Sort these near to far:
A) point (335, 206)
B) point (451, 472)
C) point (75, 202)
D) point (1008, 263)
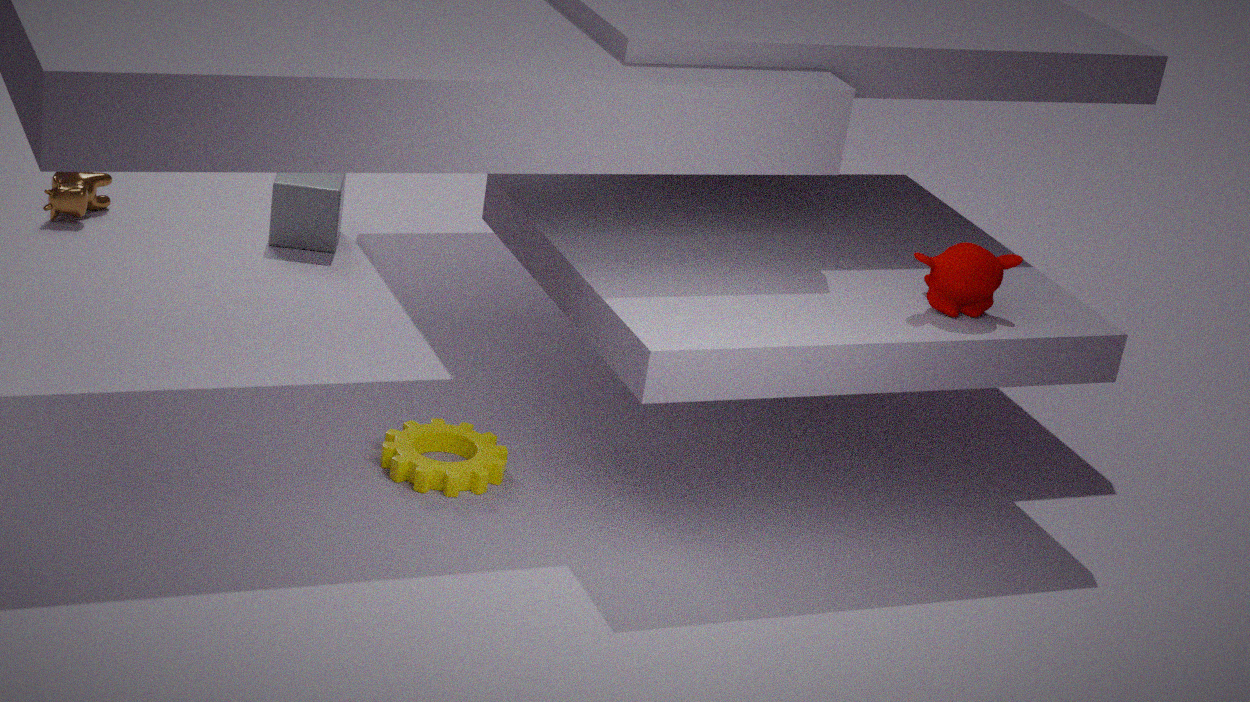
1. point (451, 472)
2. point (1008, 263)
3. point (75, 202)
4. point (335, 206)
